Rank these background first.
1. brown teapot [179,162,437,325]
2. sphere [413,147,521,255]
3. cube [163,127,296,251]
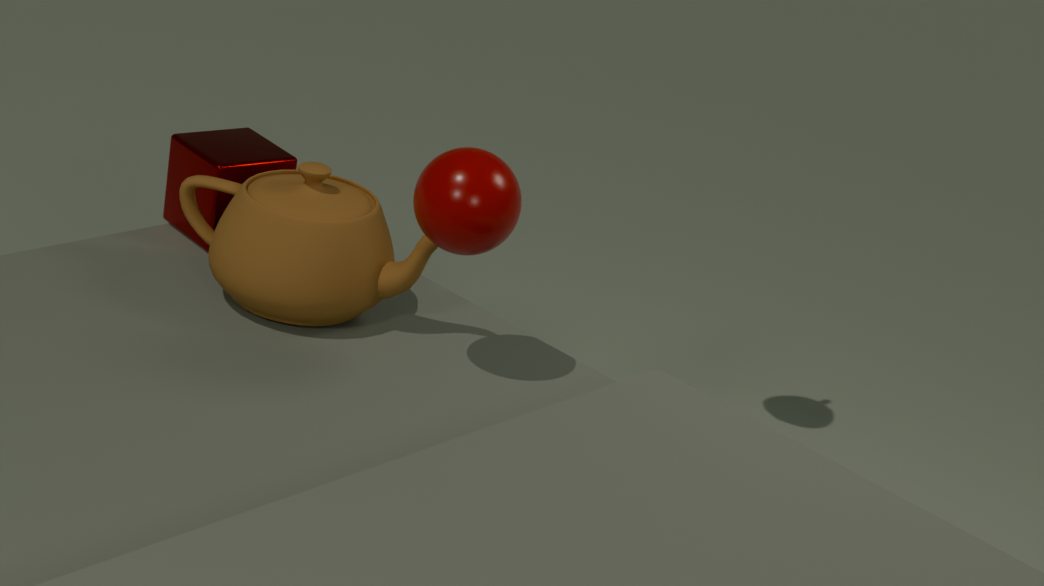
1. cube [163,127,296,251]
2. brown teapot [179,162,437,325]
3. sphere [413,147,521,255]
